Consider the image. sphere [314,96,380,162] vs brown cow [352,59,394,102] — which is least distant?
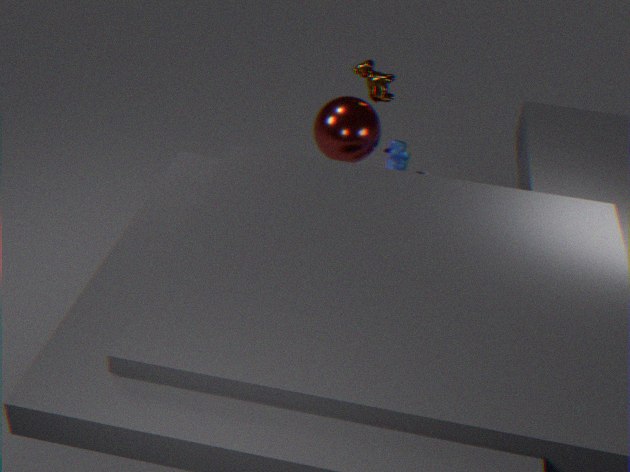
sphere [314,96,380,162]
